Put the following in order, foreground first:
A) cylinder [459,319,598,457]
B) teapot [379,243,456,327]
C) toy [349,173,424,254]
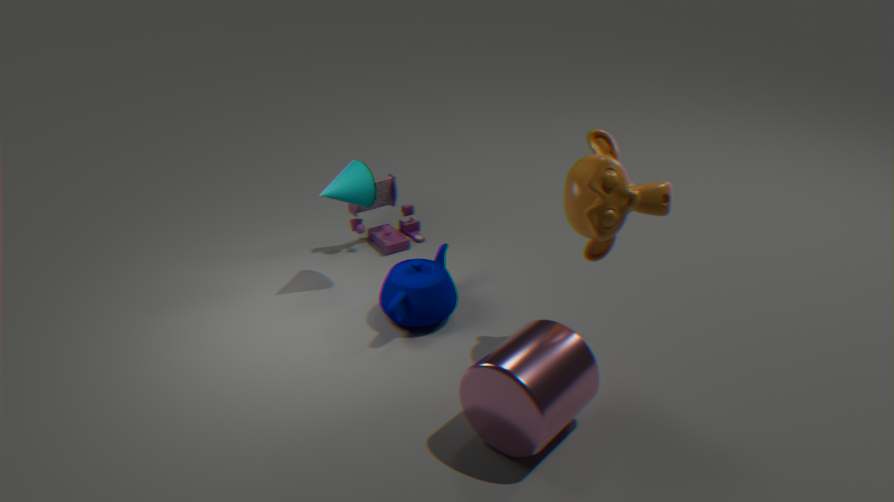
cylinder [459,319,598,457] → teapot [379,243,456,327] → toy [349,173,424,254]
